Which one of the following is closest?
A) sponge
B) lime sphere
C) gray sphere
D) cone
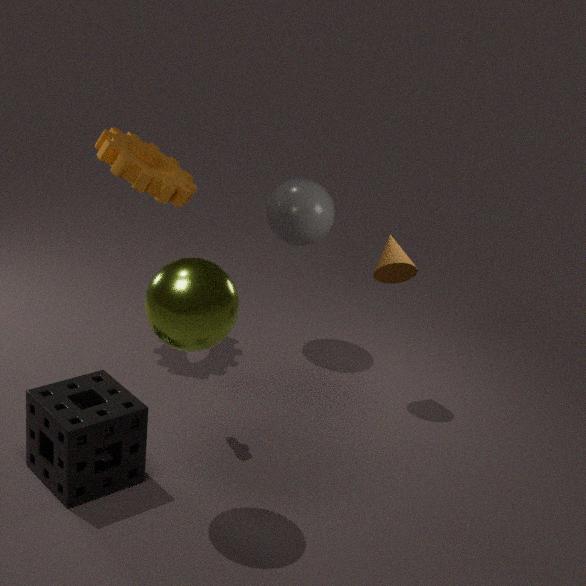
lime sphere
